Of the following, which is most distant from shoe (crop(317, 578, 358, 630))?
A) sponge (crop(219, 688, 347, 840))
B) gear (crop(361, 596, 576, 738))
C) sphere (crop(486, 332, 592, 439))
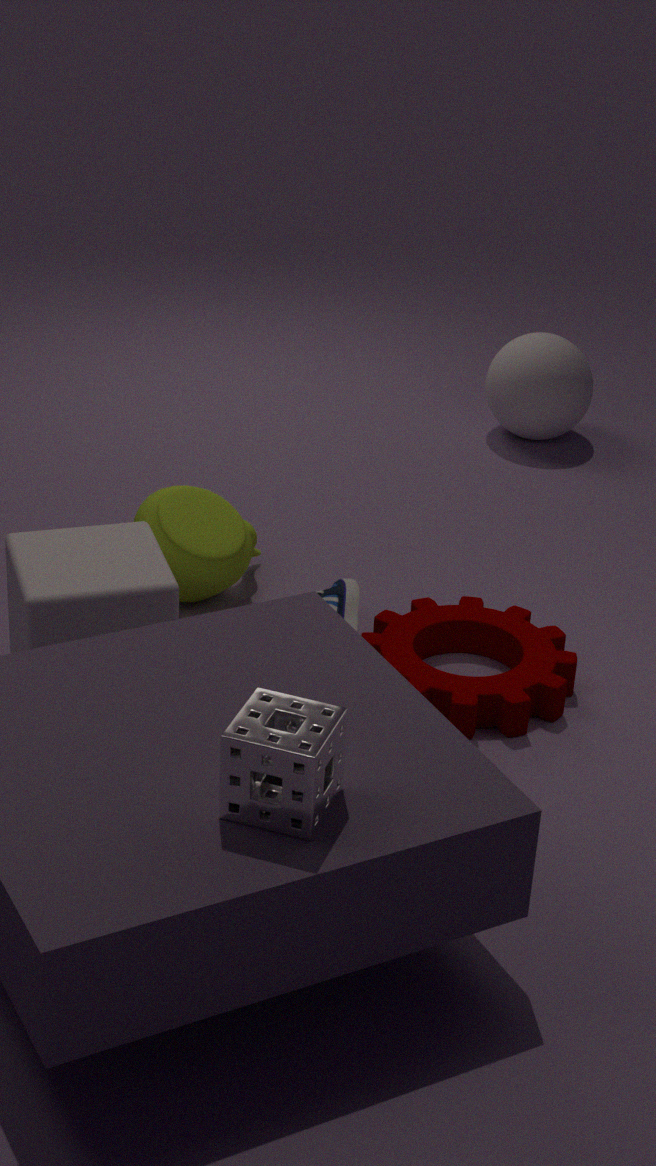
sphere (crop(486, 332, 592, 439))
